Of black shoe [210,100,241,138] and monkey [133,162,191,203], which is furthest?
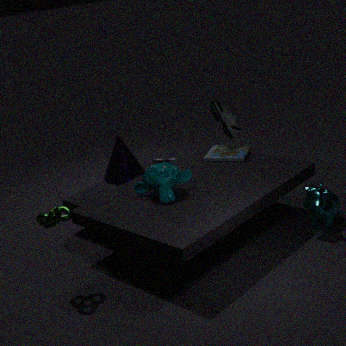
black shoe [210,100,241,138]
